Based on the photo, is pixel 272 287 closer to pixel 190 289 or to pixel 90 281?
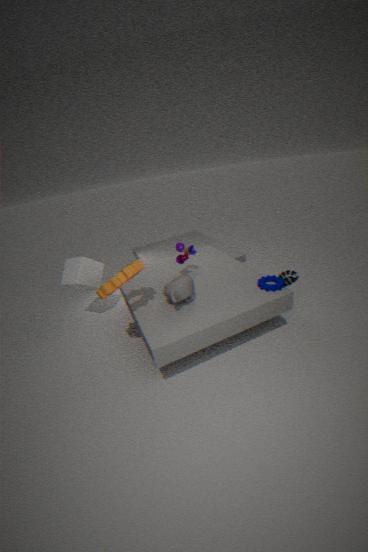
pixel 190 289
